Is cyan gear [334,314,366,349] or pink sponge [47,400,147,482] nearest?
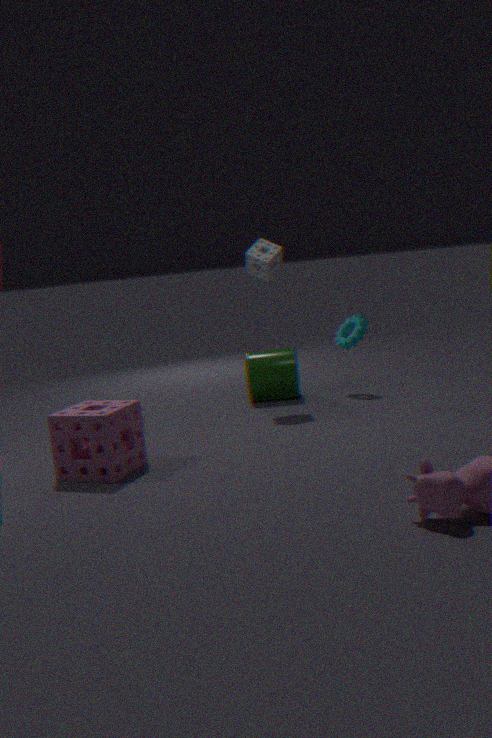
pink sponge [47,400,147,482]
